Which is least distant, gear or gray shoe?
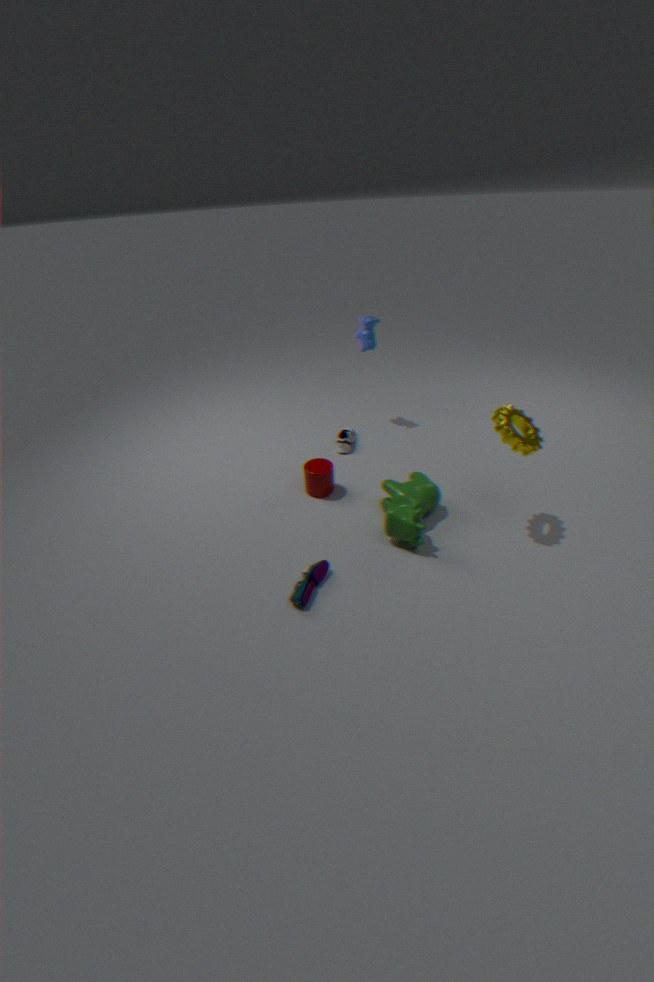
gear
